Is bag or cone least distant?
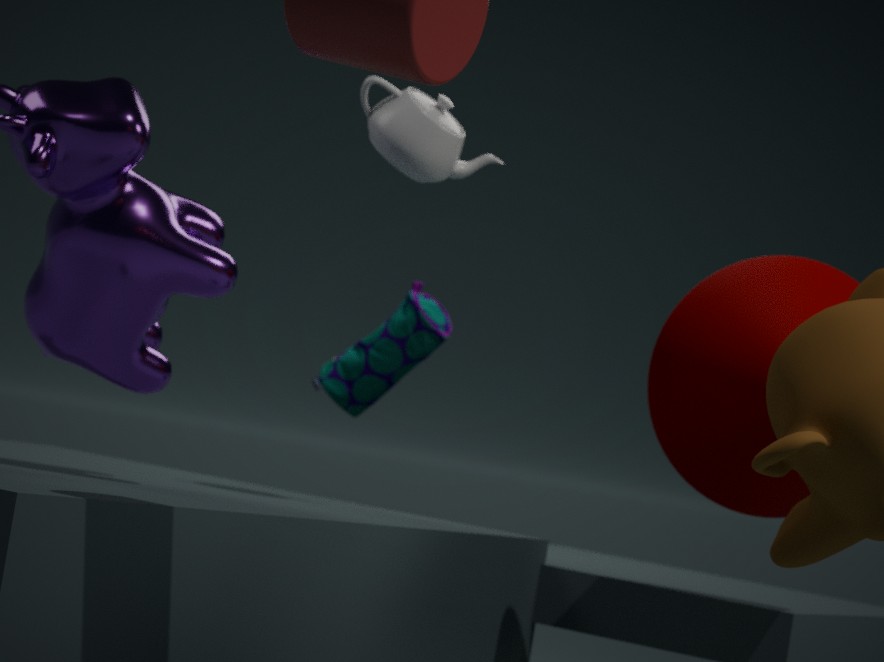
cone
